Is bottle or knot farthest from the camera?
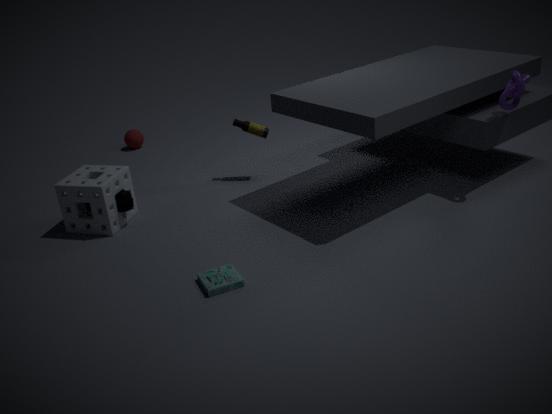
bottle
